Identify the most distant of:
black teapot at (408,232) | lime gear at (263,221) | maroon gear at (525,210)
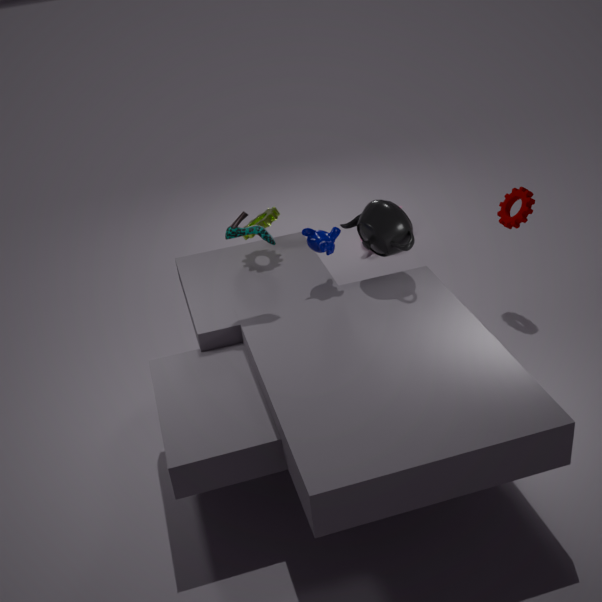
maroon gear at (525,210)
